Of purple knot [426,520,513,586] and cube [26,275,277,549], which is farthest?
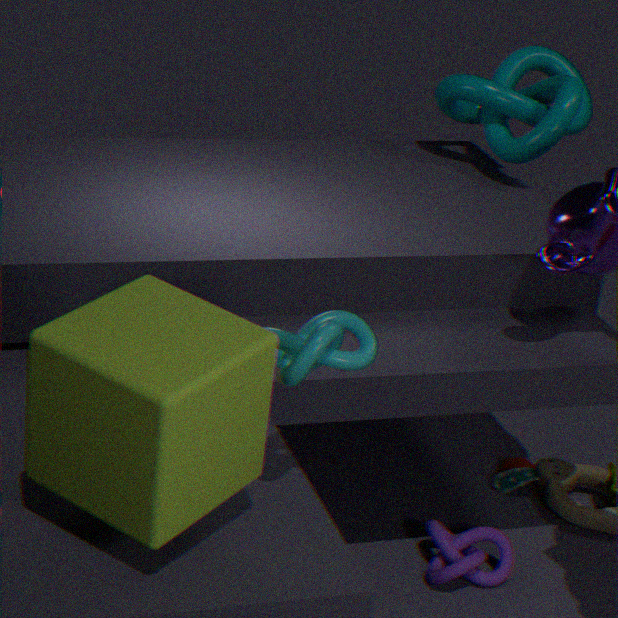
purple knot [426,520,513,586]
